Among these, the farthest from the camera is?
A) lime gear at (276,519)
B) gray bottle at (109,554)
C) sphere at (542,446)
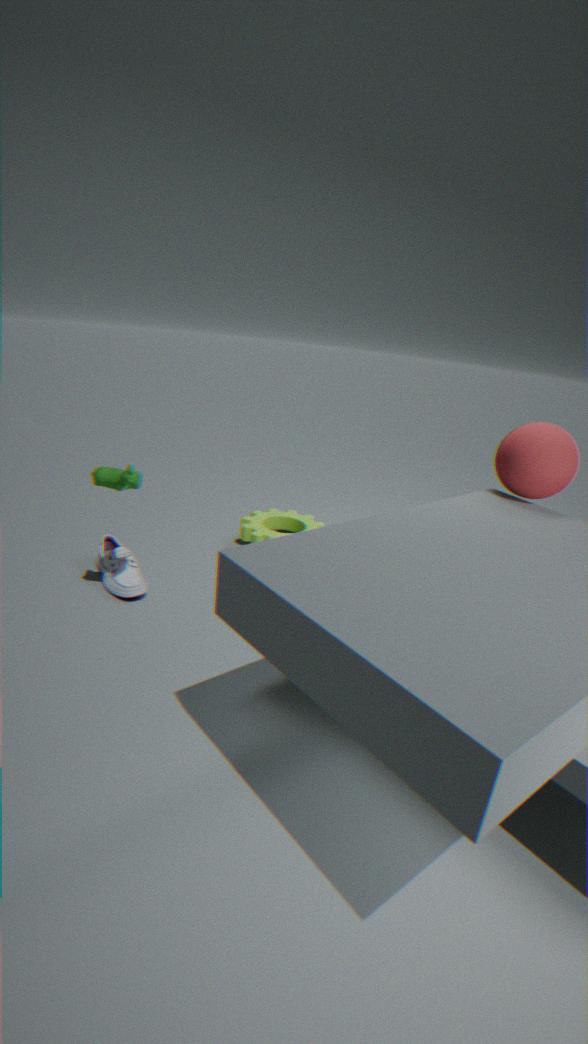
lime gear at (276,519)
